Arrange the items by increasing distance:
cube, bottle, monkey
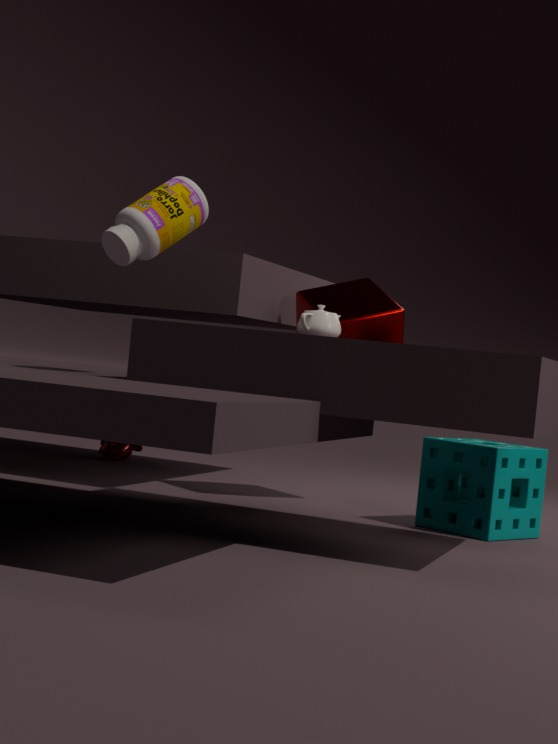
bottle, cube, monkey
